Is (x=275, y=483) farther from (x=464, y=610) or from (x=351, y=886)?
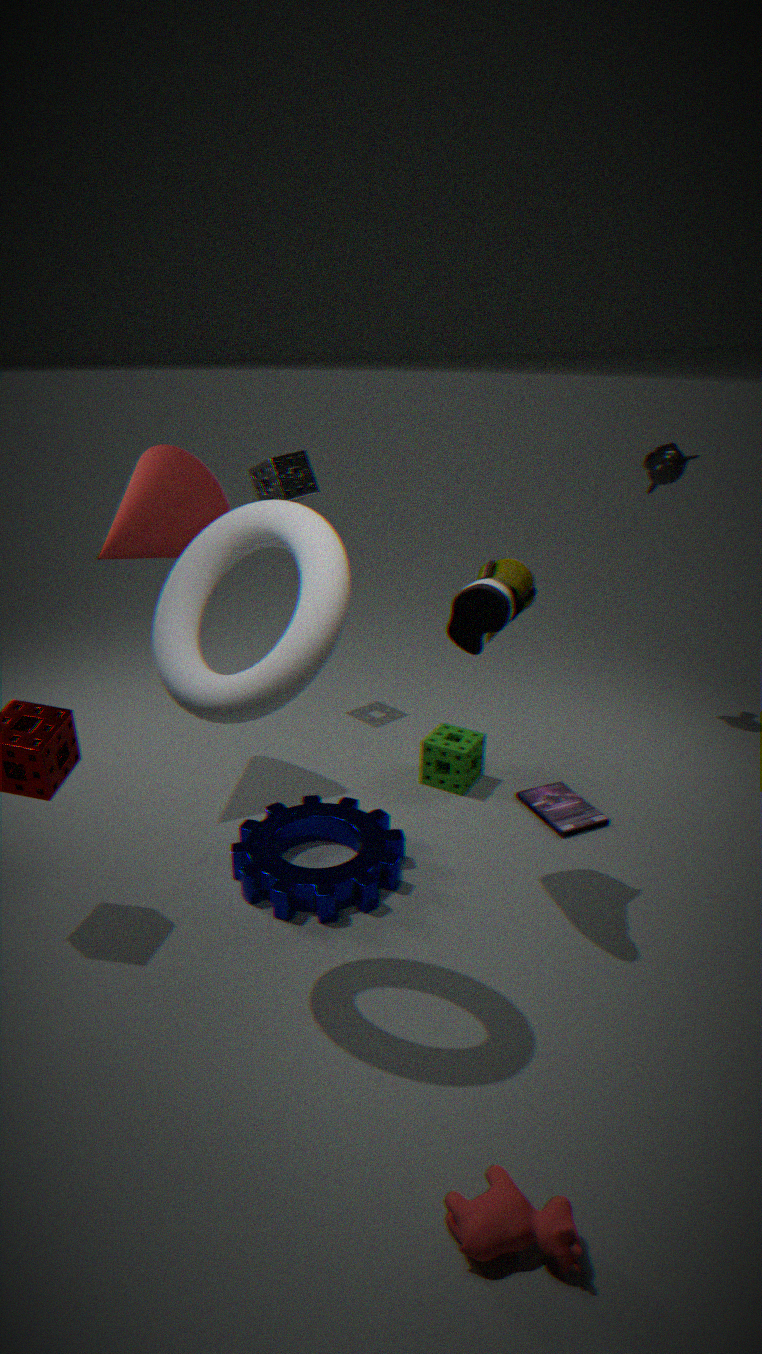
(x=351, y=886)
